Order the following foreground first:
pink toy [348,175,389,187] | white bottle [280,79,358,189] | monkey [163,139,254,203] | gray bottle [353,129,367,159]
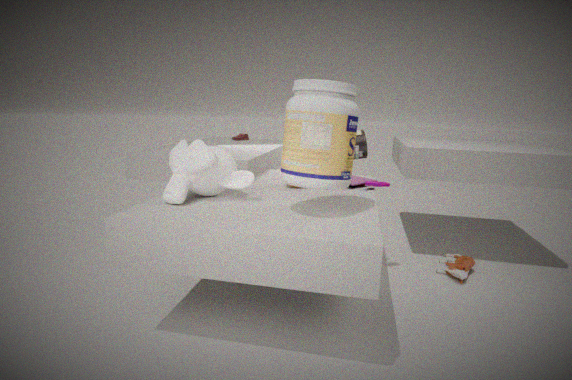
white bottle [280,79,358,189] → monkey [163,139,254,203] → pink toy [348,175,389,187] → gray bottle [353,129,367,159]
